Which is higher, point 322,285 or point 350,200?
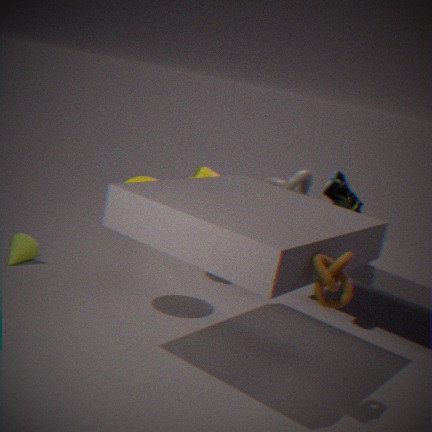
point 350,200
